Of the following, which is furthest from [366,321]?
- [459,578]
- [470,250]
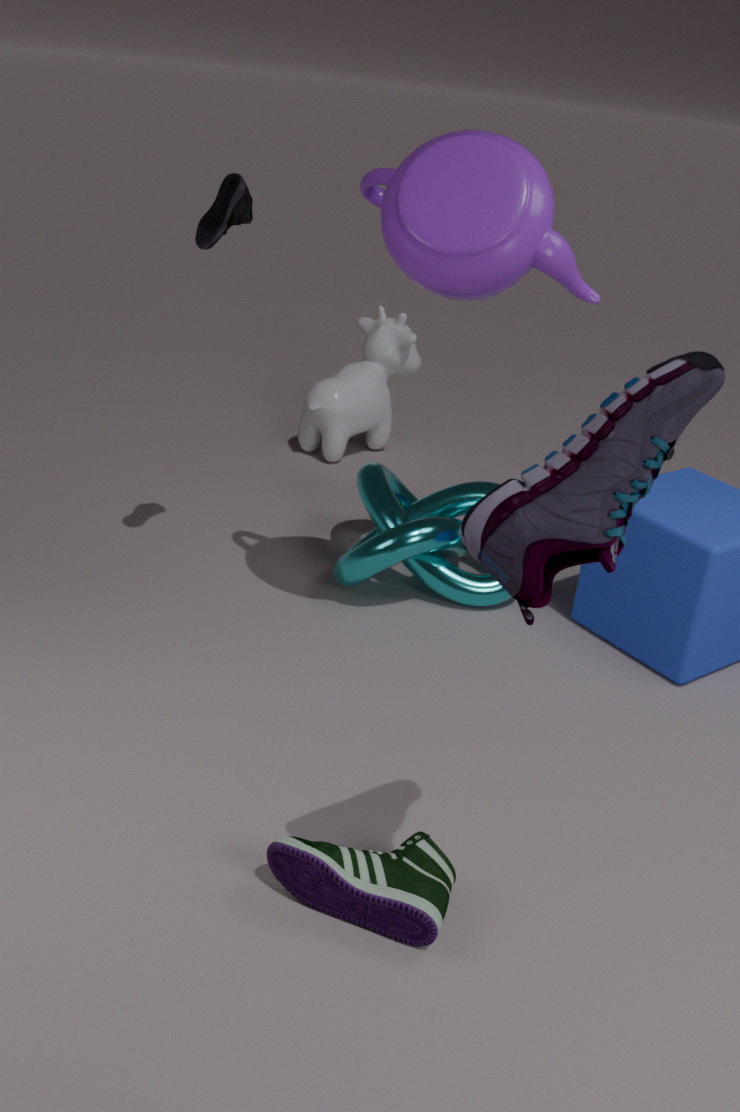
[470,250]
